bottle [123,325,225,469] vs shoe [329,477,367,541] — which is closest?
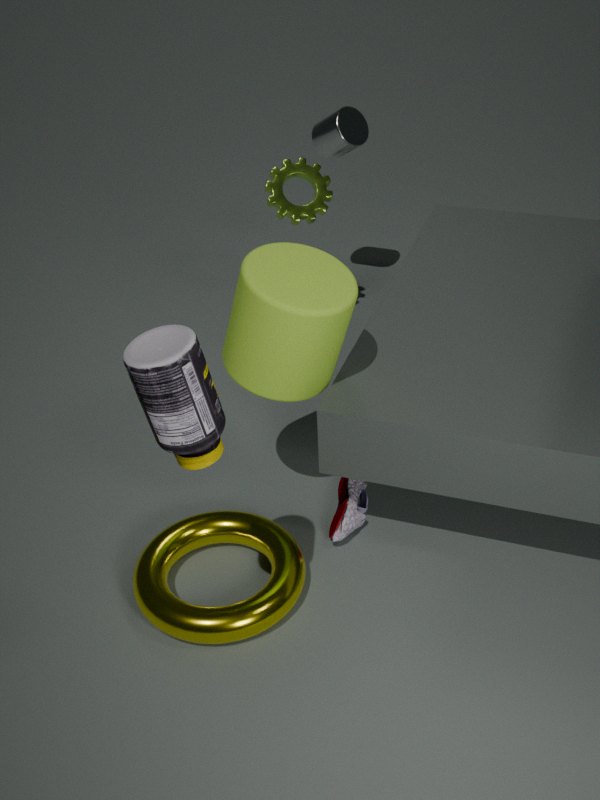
bottle [123,325,225,469]
